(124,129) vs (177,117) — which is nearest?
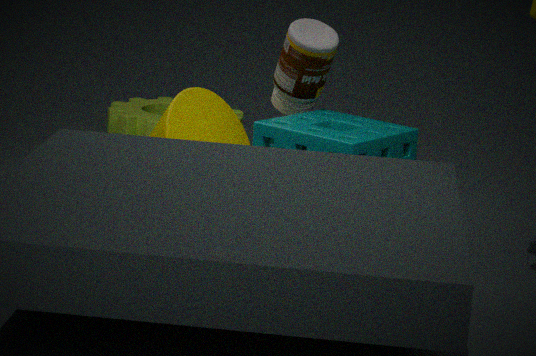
(177,117)
